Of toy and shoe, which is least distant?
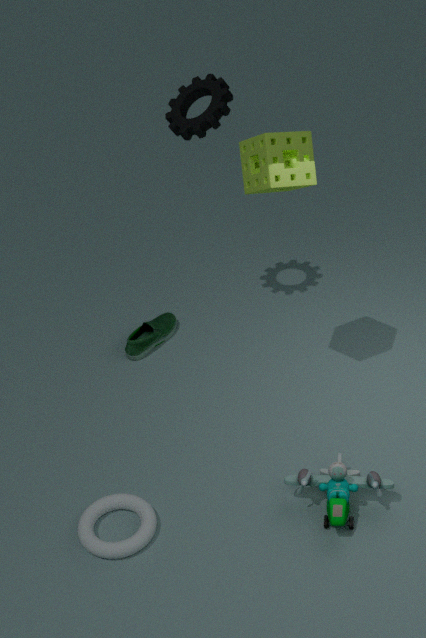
toy
